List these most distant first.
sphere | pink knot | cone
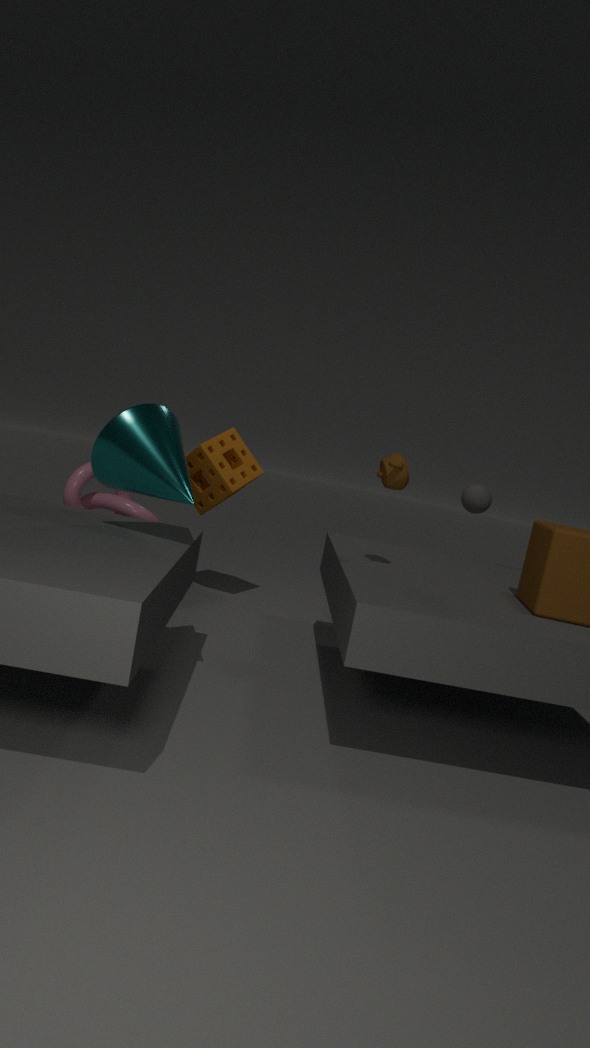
sphere < pink knot < cone
